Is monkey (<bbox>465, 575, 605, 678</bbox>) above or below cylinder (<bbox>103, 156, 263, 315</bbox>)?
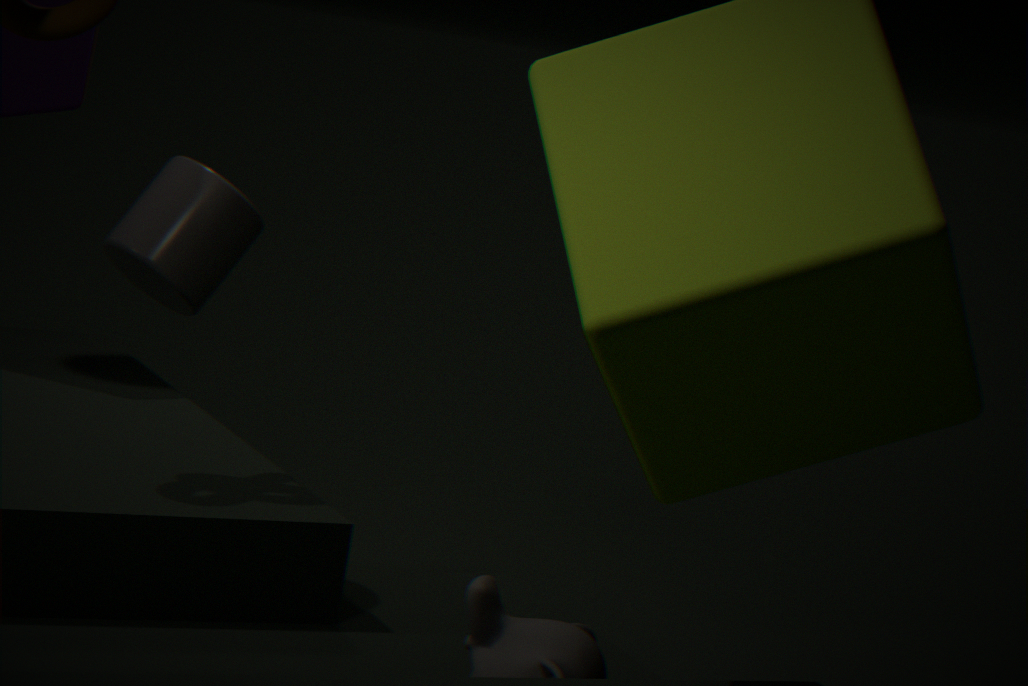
below
